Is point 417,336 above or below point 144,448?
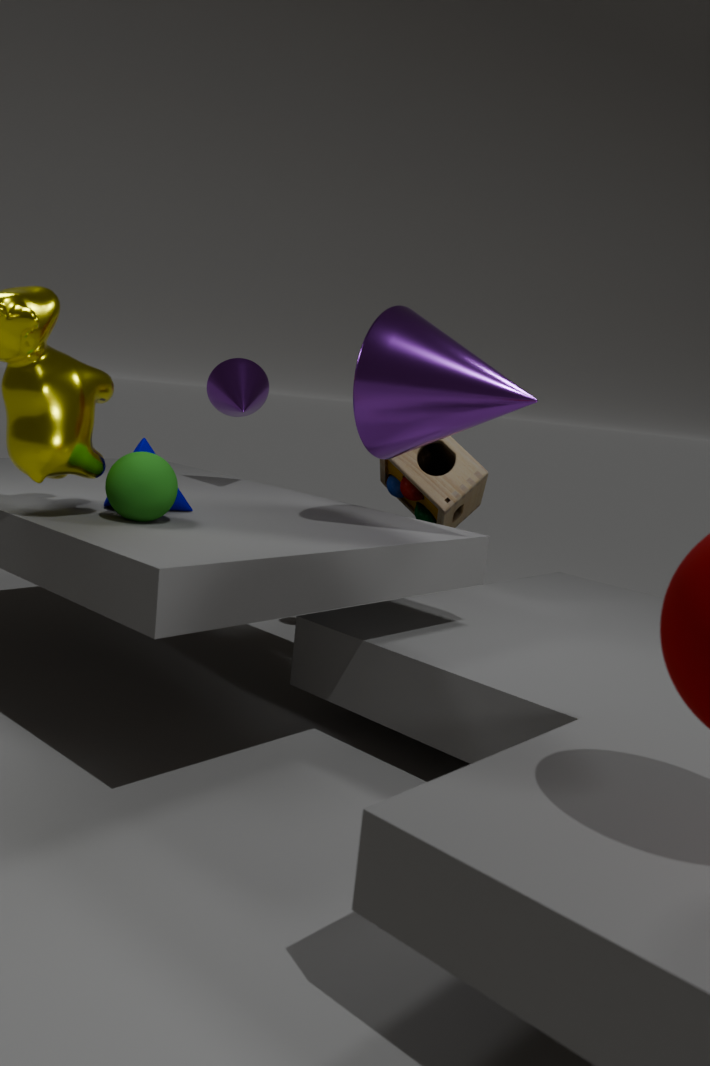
above
